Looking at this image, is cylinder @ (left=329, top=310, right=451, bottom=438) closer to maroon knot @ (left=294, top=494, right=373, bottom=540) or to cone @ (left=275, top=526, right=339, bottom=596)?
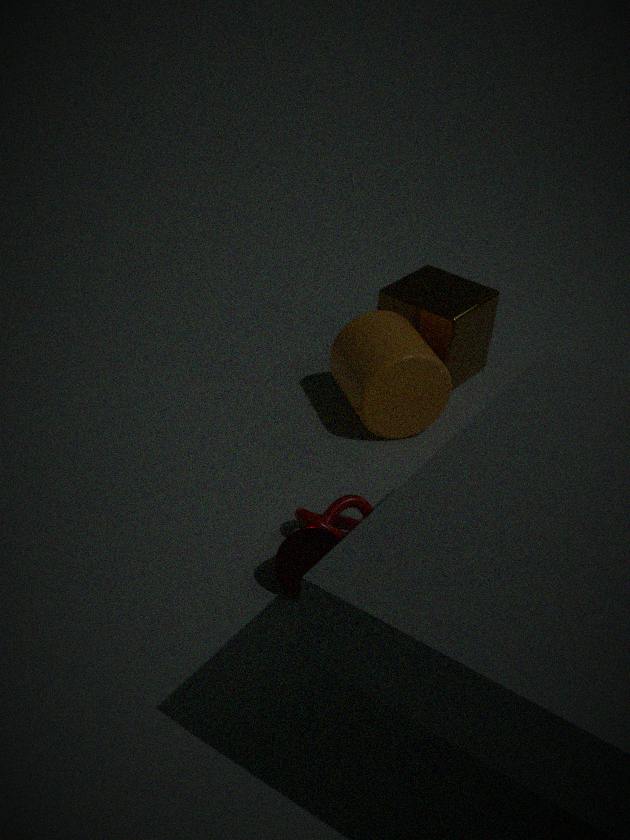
maroon knot @ (left=294, top=494, right=373, bottom=540)
